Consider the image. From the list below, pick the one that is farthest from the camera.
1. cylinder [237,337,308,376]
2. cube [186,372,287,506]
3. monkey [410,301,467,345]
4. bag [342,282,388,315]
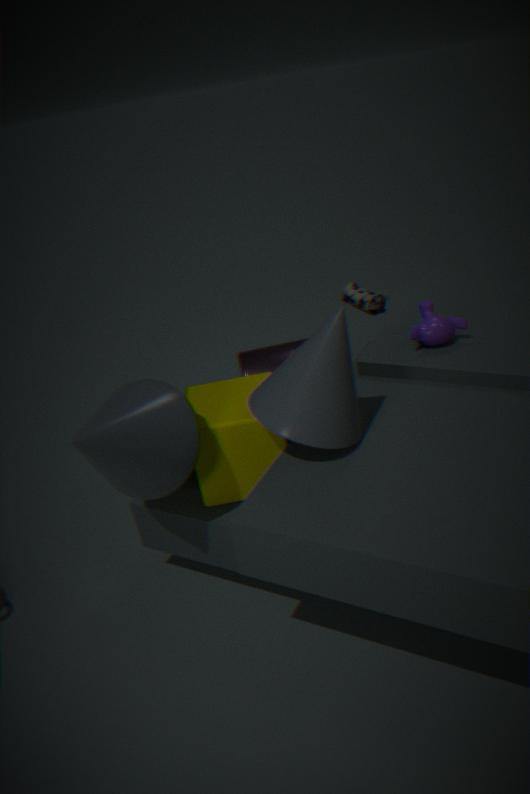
bag [342,282,388,315]
